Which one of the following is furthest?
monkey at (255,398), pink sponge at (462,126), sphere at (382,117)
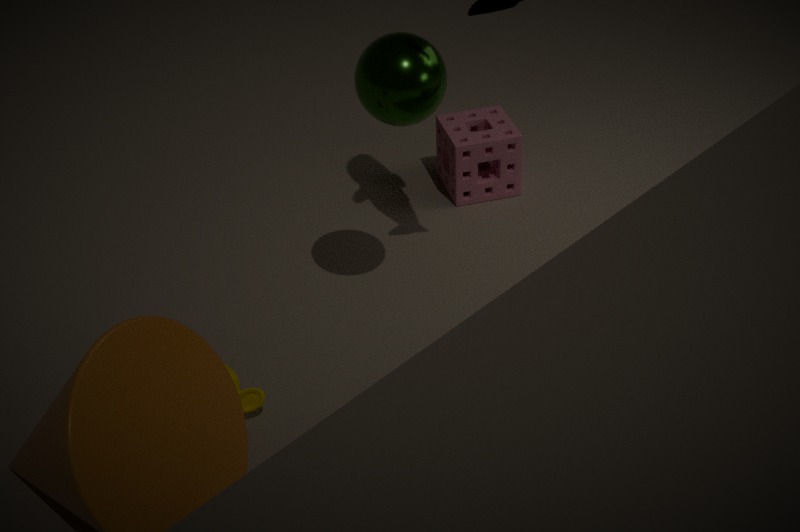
pink sponge at (462,126)
